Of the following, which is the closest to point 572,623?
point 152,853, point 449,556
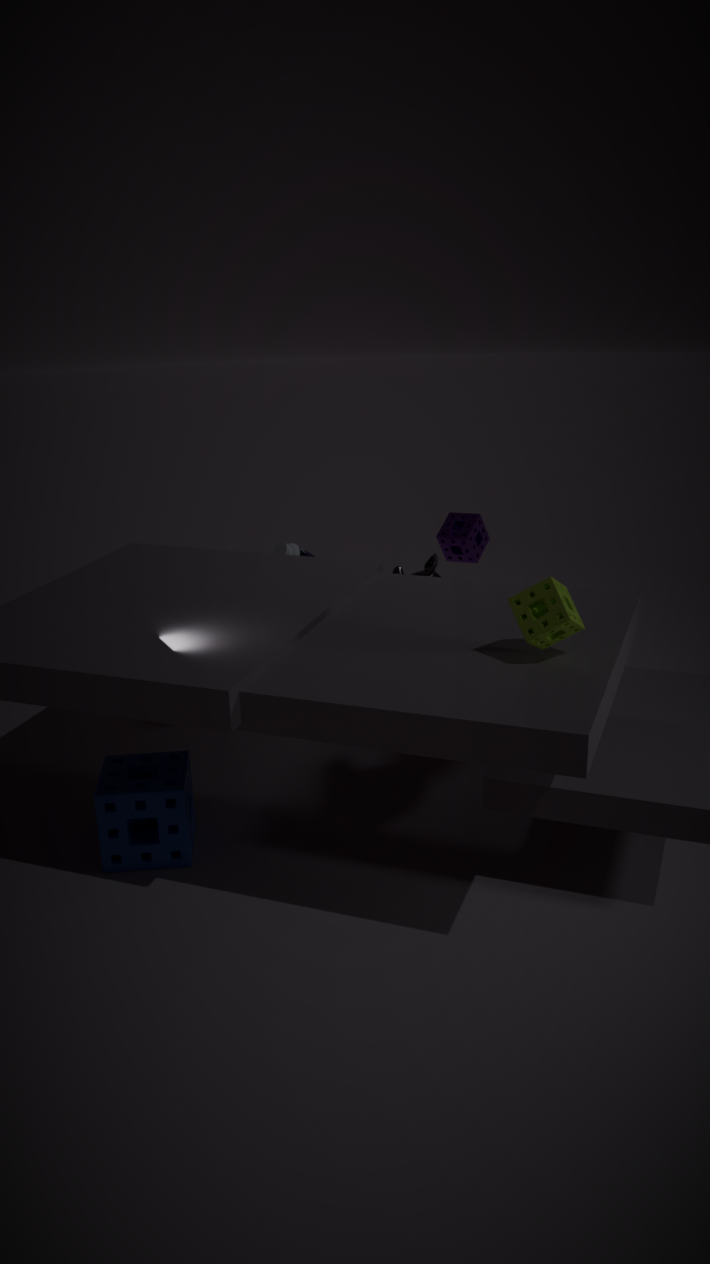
point 449,556
